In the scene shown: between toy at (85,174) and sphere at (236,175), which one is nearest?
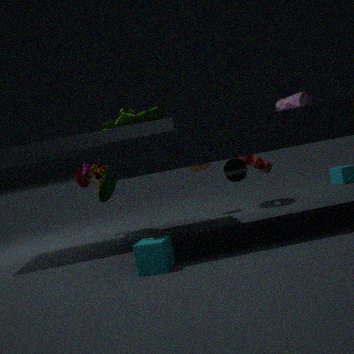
sphere at (236,175)
